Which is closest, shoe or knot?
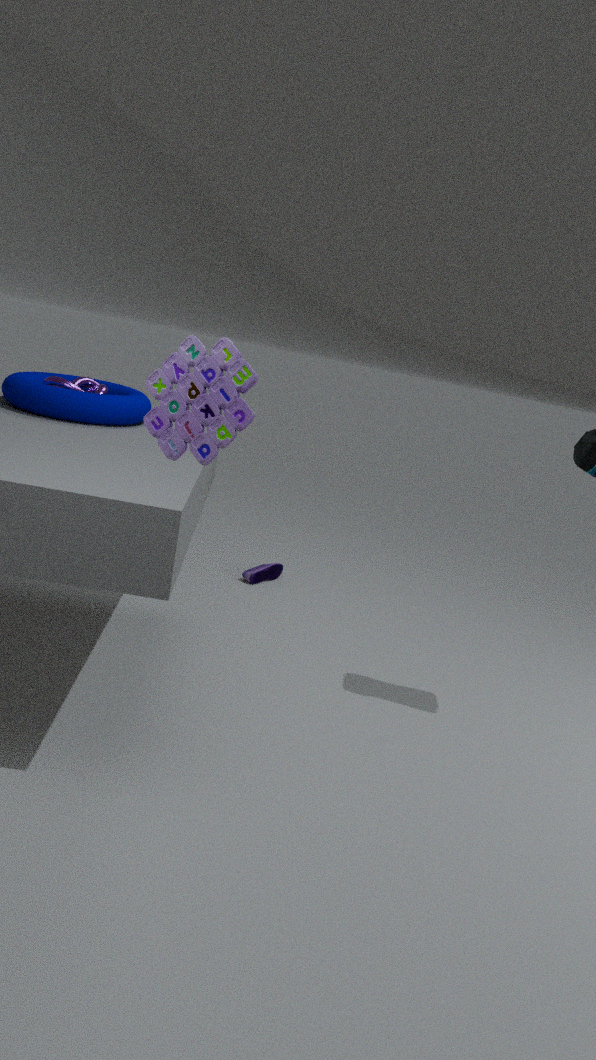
knot
